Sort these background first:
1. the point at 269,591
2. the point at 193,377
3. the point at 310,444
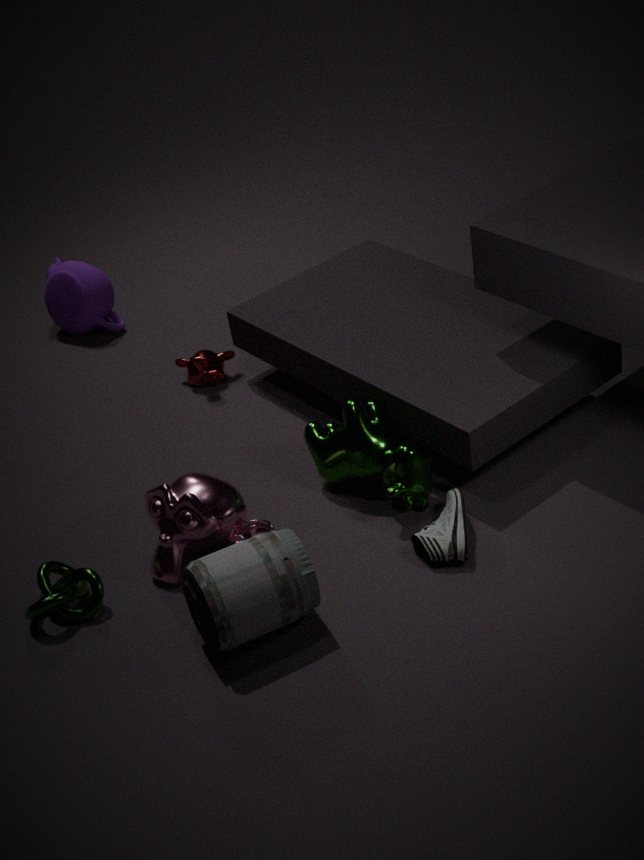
1. the point at 193,377
2. the point at 310,444
3. the point at 269,591
